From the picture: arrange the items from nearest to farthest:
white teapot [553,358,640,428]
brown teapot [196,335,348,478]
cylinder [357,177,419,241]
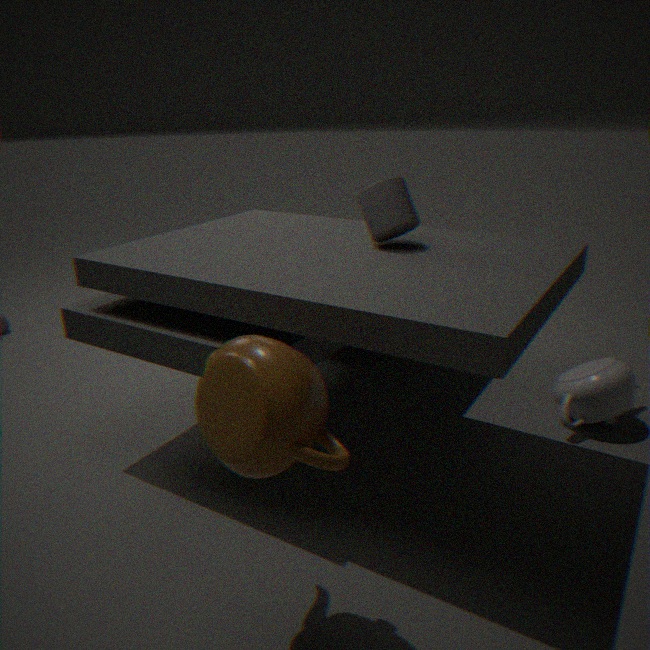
brown teapot [196,335,348,478] < cylinder [357,177,419,241] < white teapot [553,358,640,428]
